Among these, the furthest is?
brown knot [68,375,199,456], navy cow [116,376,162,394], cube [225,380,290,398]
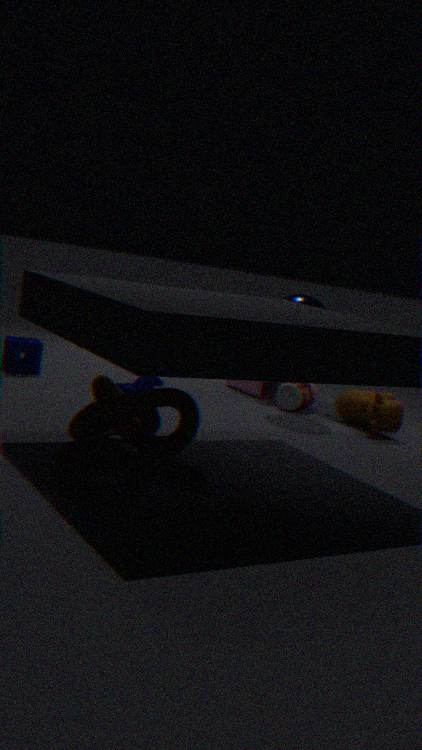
cube [225,380,290,398]
